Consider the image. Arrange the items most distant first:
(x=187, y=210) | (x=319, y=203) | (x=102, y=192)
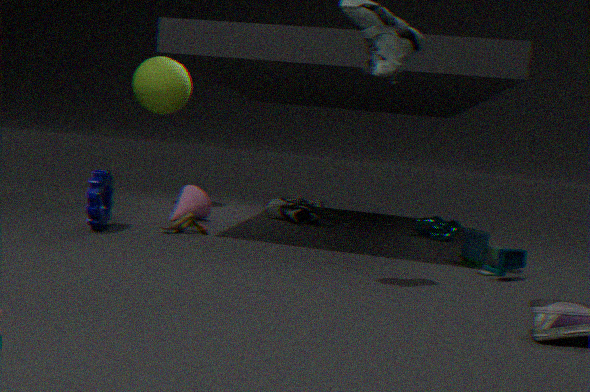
1. (x=319, y=203)
2. (x=187, y=210)
3. (x=102, y=192)
